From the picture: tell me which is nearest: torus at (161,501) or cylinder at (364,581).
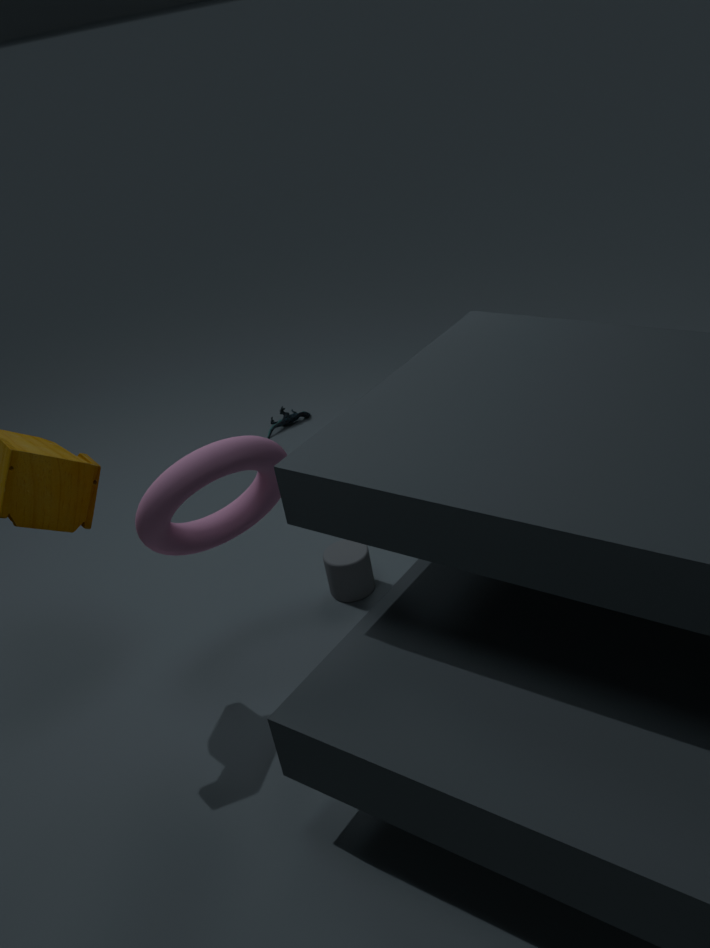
torus at (161,501)
